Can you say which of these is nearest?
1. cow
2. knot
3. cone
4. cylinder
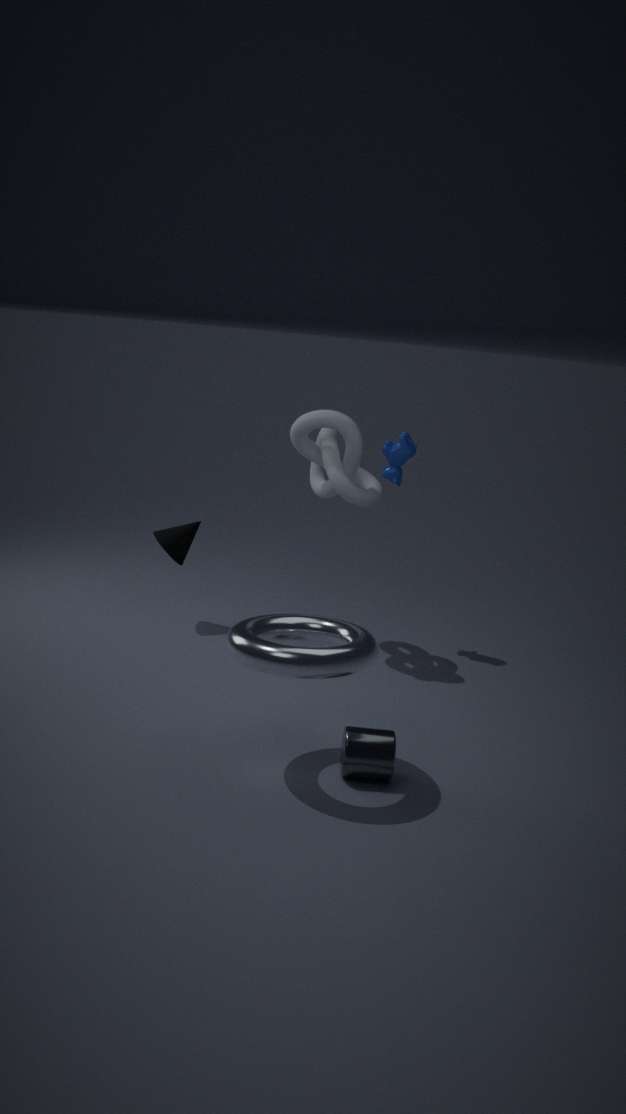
cylinder
